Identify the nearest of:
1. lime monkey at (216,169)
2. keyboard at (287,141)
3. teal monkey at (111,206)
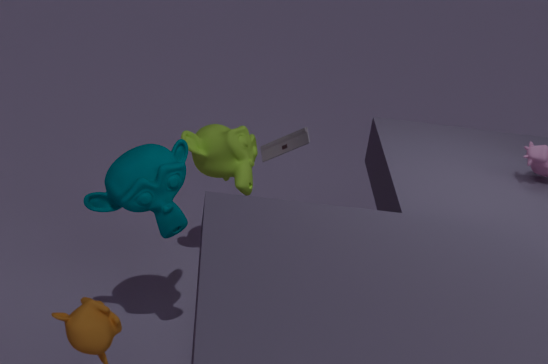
teal monkey at (111,206)
